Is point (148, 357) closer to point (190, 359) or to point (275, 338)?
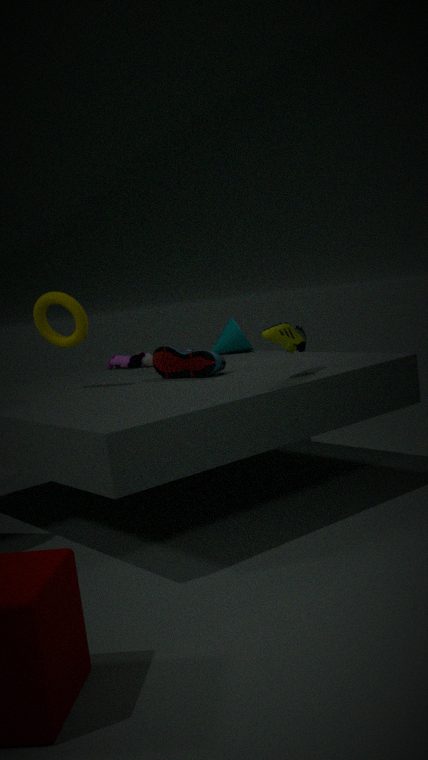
point (190, 359)
